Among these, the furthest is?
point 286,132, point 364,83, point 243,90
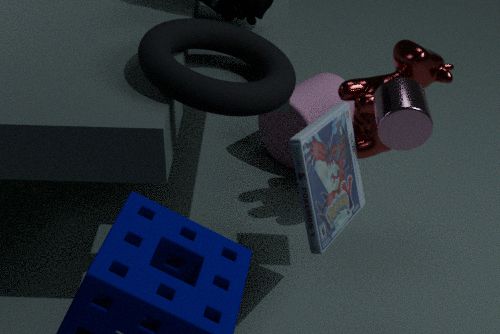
point 286,132
